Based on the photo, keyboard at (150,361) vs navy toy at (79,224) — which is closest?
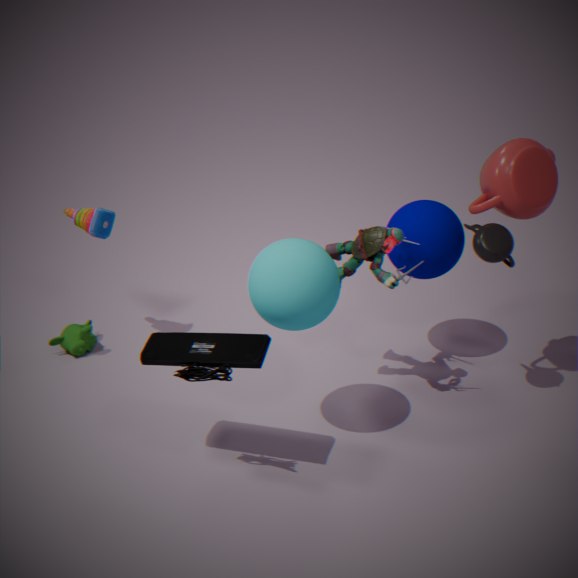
keyboard at (150,361)
